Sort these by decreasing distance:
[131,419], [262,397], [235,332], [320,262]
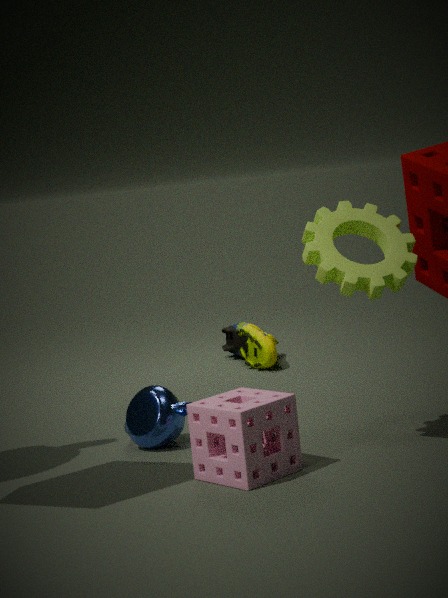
[235,332] → [131,419] → [320,262] → [262,397]
